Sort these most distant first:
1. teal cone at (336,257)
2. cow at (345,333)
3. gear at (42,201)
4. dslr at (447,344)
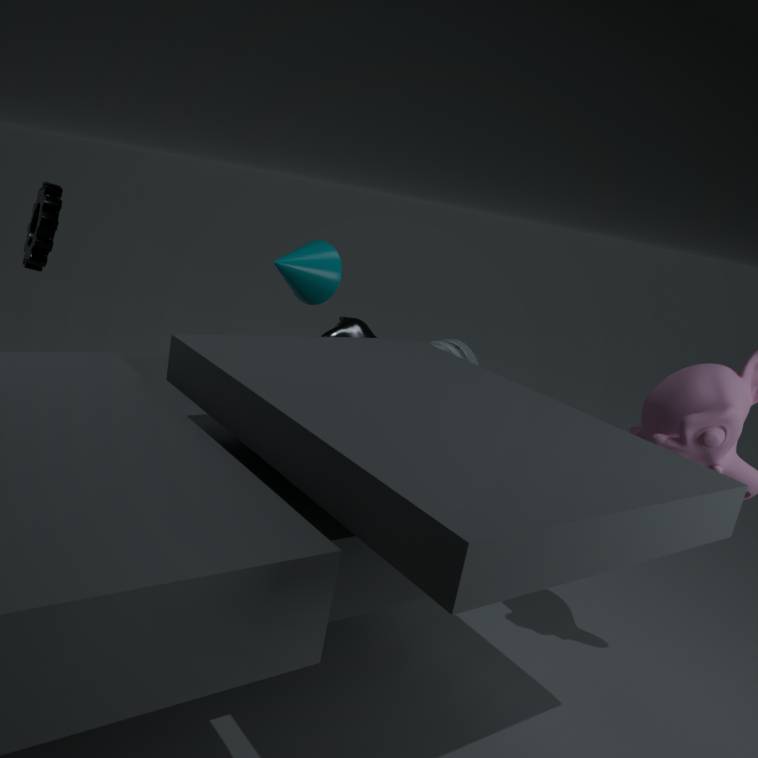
cow at (345,333) → dslr at (447,344) → teal cone at (336,257) → gear at (42,201)
